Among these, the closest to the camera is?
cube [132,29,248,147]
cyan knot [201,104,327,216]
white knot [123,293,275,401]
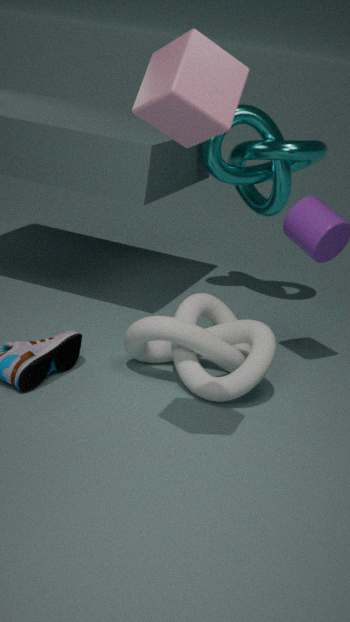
cube [132,29,248,147]
